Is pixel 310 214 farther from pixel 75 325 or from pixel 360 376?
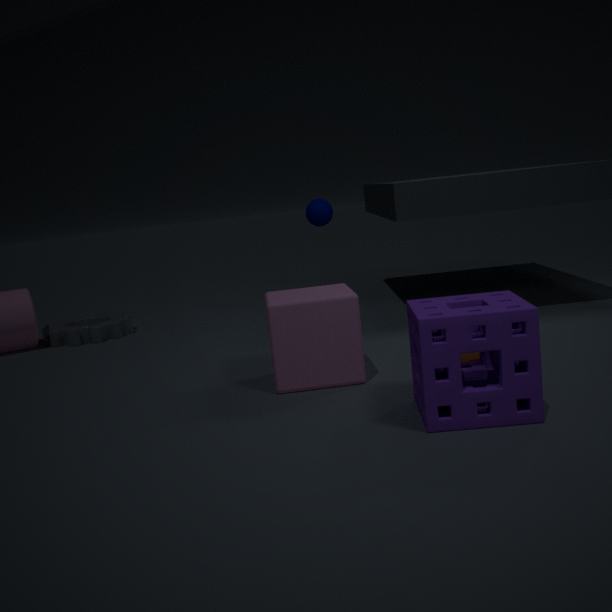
pixel 360 376
